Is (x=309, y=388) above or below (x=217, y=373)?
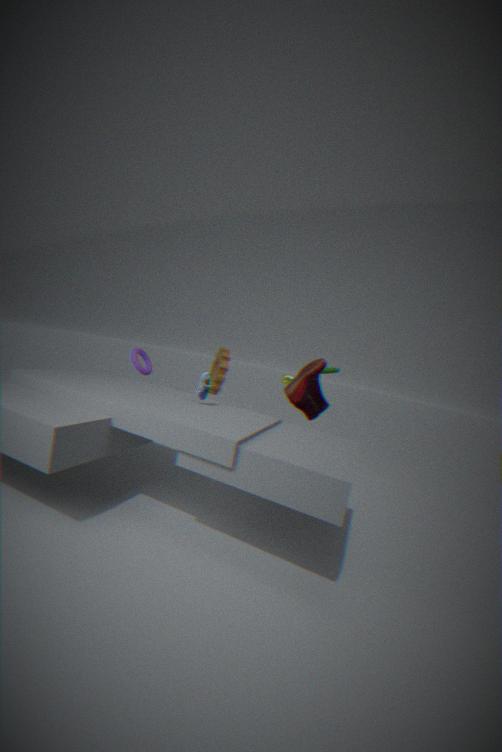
above
